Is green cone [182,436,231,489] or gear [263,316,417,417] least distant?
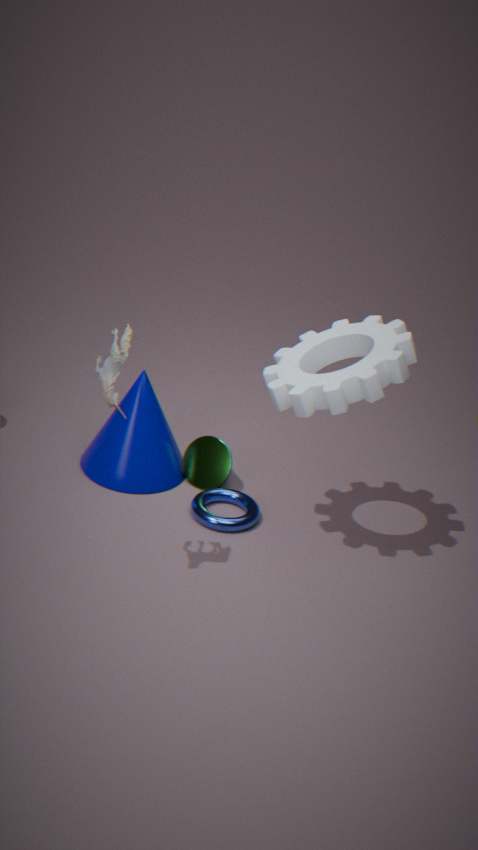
gear [263,316,417,417]
